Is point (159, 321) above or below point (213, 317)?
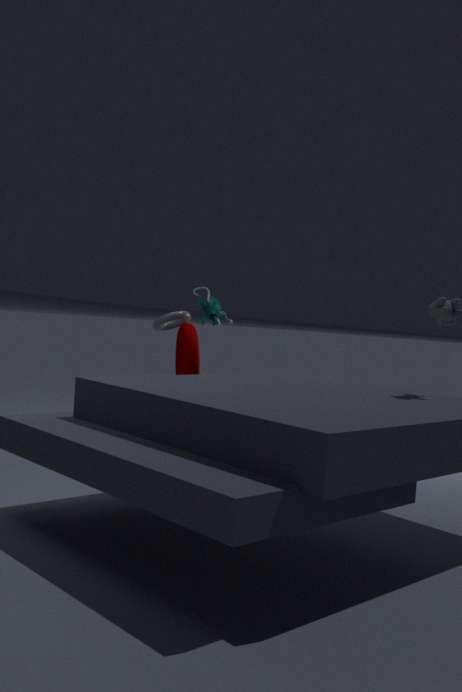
below
